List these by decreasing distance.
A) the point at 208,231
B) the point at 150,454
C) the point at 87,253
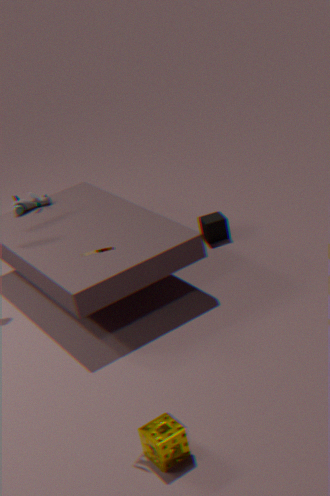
the point at 208,231 < the point at 150,454 < the point at 87,253
